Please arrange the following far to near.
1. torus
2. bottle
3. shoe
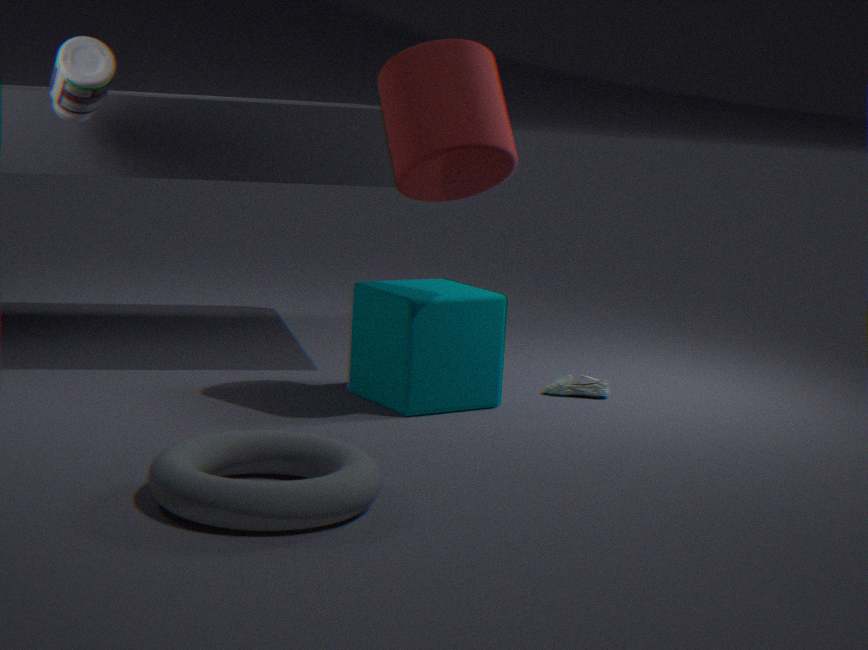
shoe → bottle → torus
